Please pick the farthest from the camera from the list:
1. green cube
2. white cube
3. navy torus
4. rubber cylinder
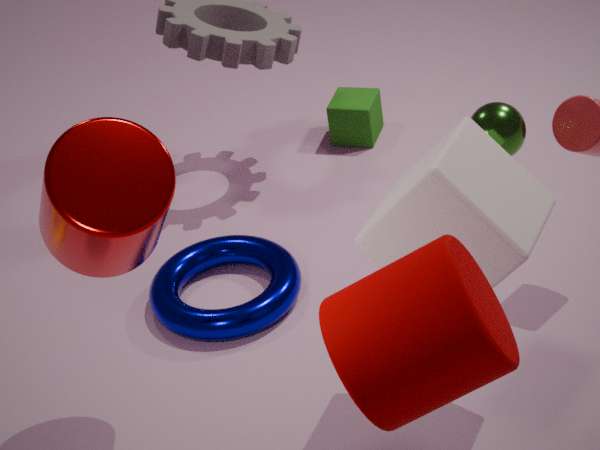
green cube
